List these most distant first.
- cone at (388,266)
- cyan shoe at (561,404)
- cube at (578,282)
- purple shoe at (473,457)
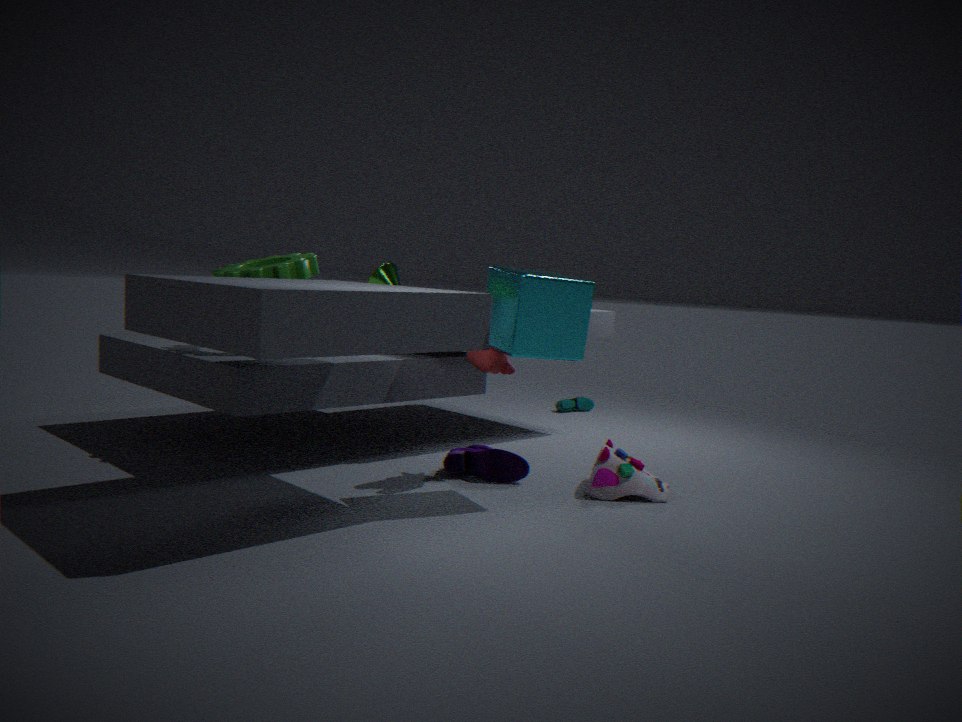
A: cyan shoe at (561,404)
cone at (388,266)
purple shoe at (473,457)
cube at (578,282)
